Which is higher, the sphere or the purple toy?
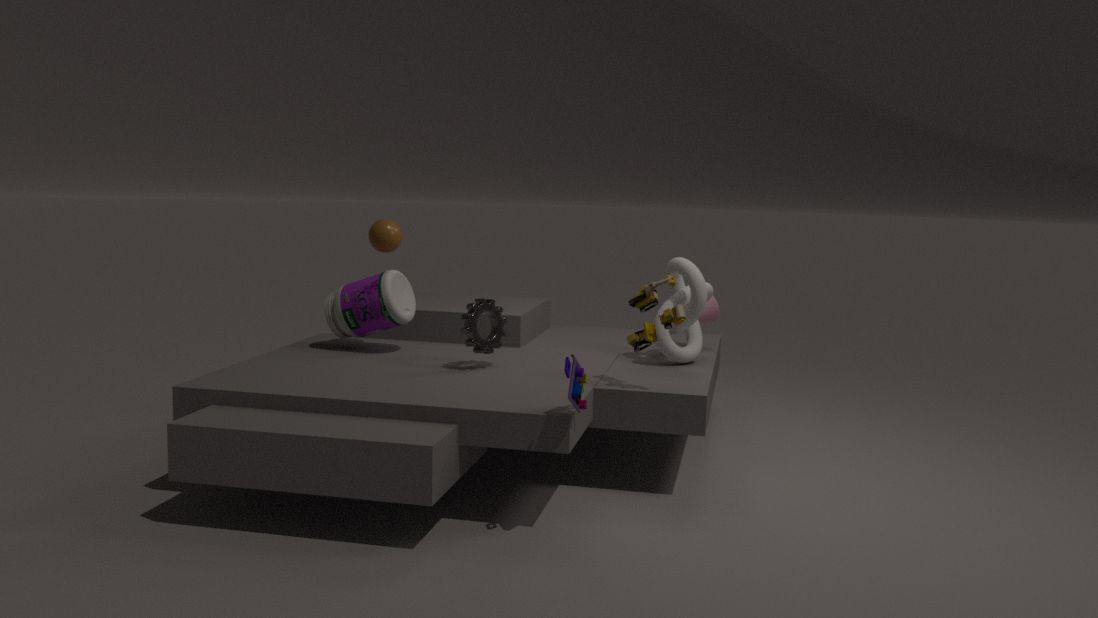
the sphere
